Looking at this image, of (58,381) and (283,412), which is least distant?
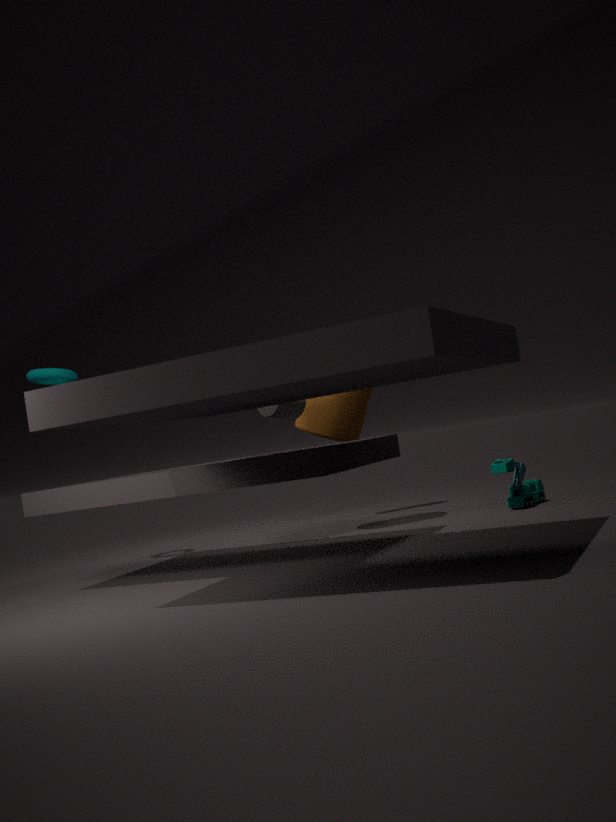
(283,412)
